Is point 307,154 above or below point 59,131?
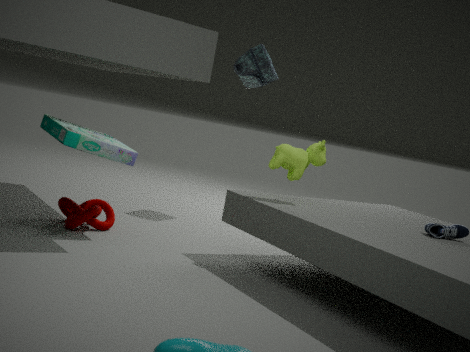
above
